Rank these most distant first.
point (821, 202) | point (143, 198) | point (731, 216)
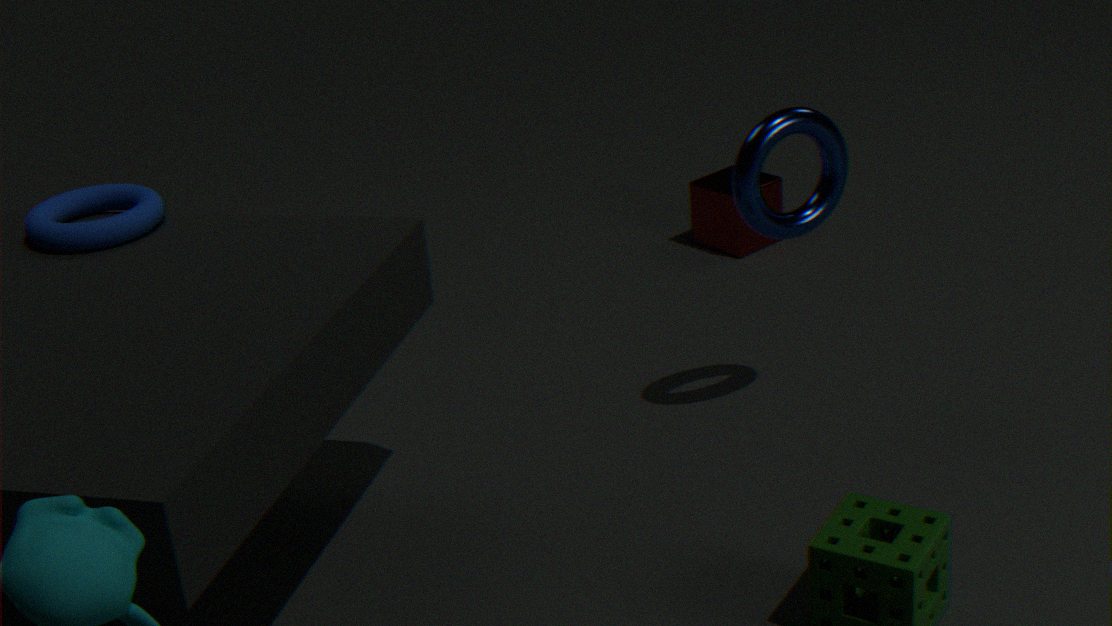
point (731, 216) < point (821, 202) < point (143, 198)
